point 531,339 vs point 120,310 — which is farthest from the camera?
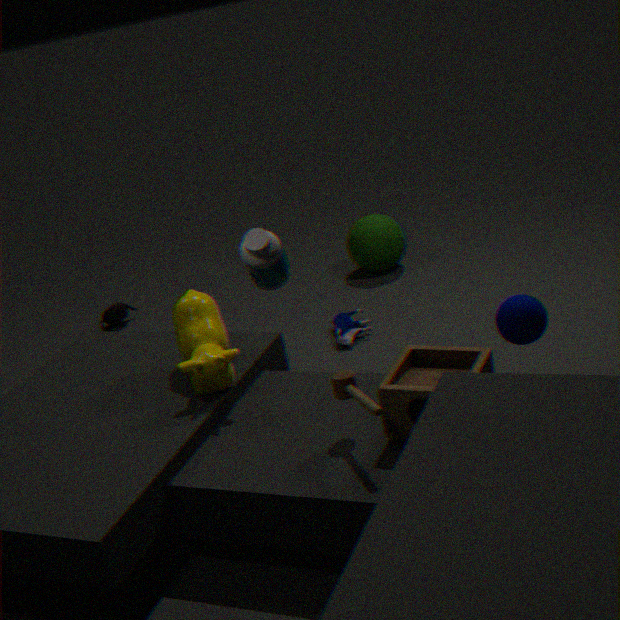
point 120,310
